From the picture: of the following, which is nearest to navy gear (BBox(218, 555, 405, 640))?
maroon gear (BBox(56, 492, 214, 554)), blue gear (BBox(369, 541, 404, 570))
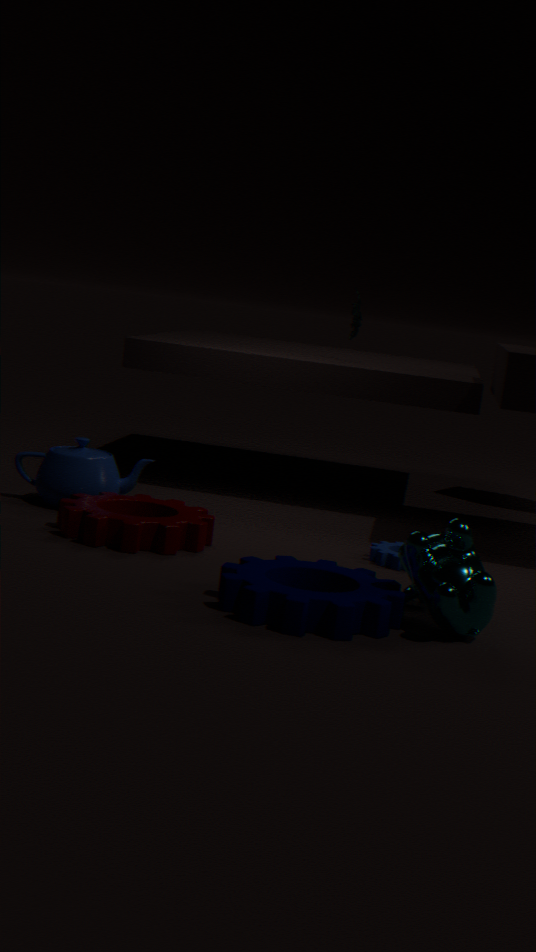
maroon gear (BBox(56, 492, 214, 554))
